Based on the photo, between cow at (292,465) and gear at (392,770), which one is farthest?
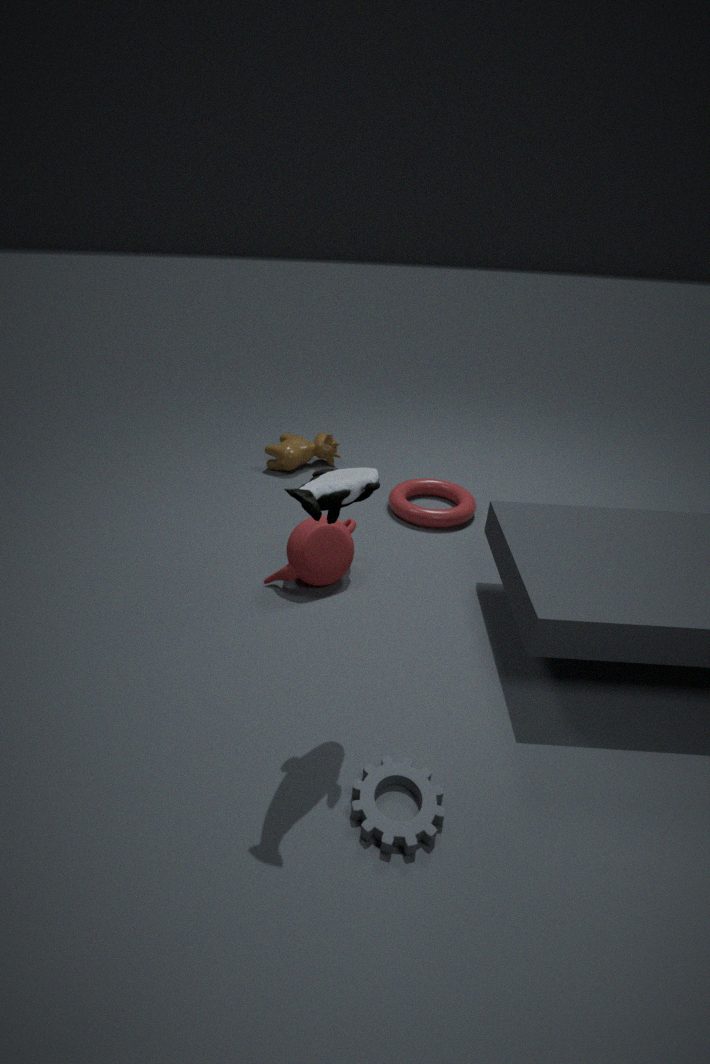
cow at (292,465)
